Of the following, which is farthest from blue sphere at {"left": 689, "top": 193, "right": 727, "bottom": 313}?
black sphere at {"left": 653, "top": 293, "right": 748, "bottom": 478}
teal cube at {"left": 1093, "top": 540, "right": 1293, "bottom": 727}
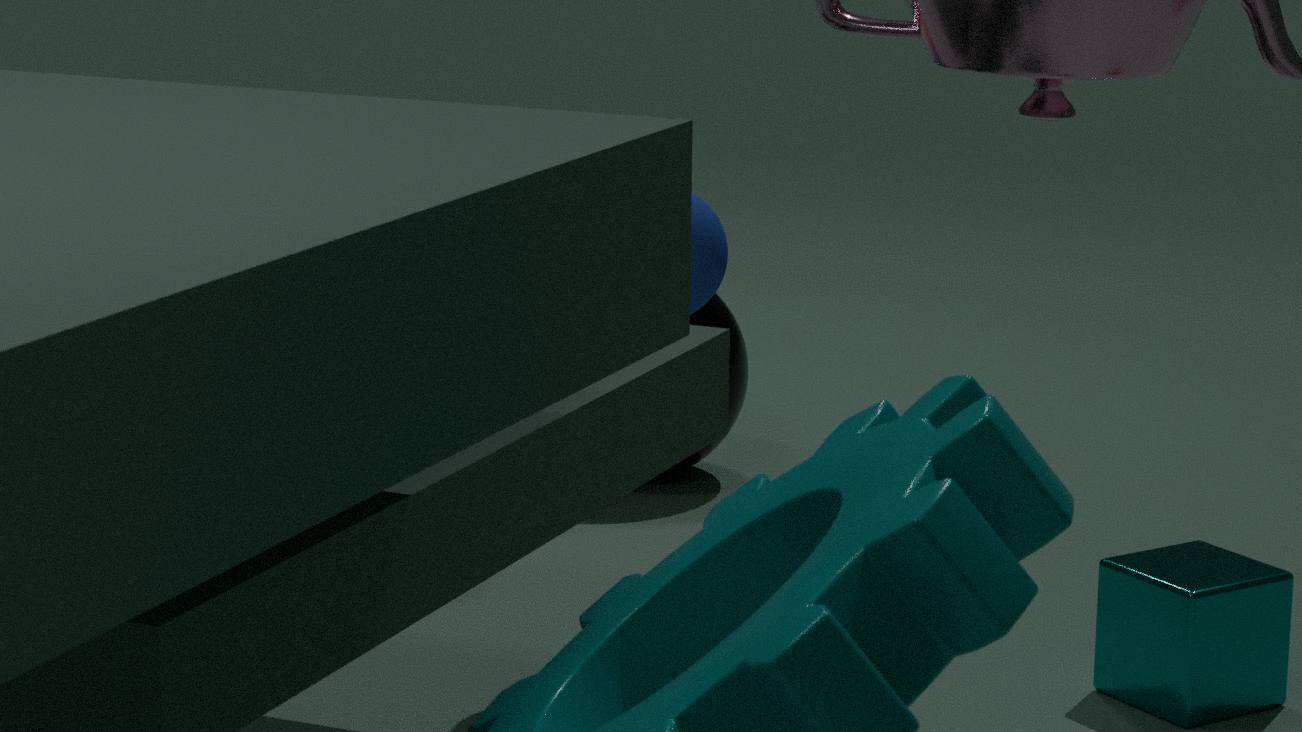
black sphere at {"left": 653, "top": 293, "right": 748, "bottom": 478}
